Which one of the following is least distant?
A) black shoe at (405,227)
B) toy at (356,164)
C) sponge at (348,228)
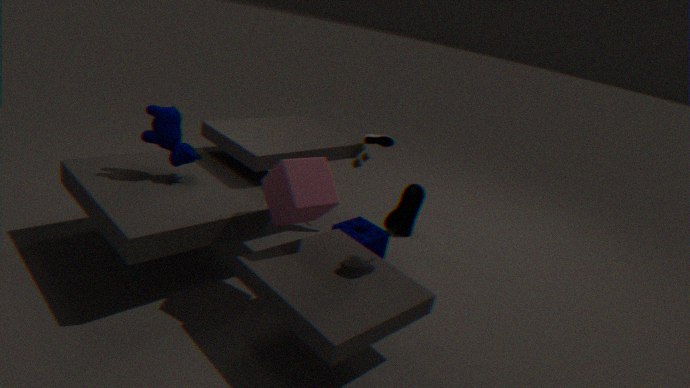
black shoe at (405,227)
